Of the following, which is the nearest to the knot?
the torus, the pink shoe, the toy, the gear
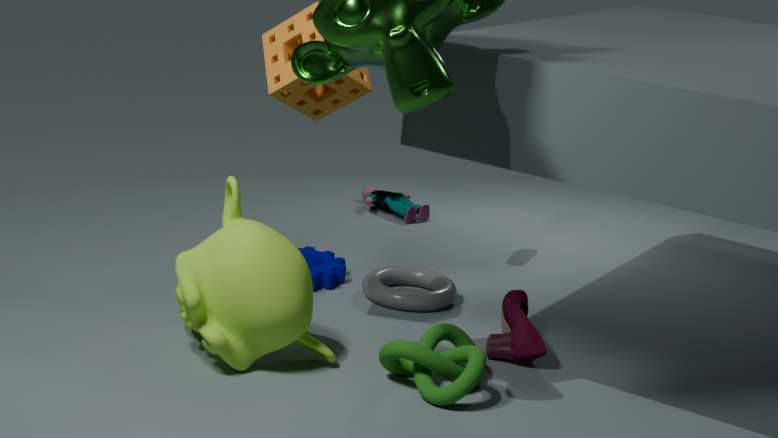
the pink shoe
